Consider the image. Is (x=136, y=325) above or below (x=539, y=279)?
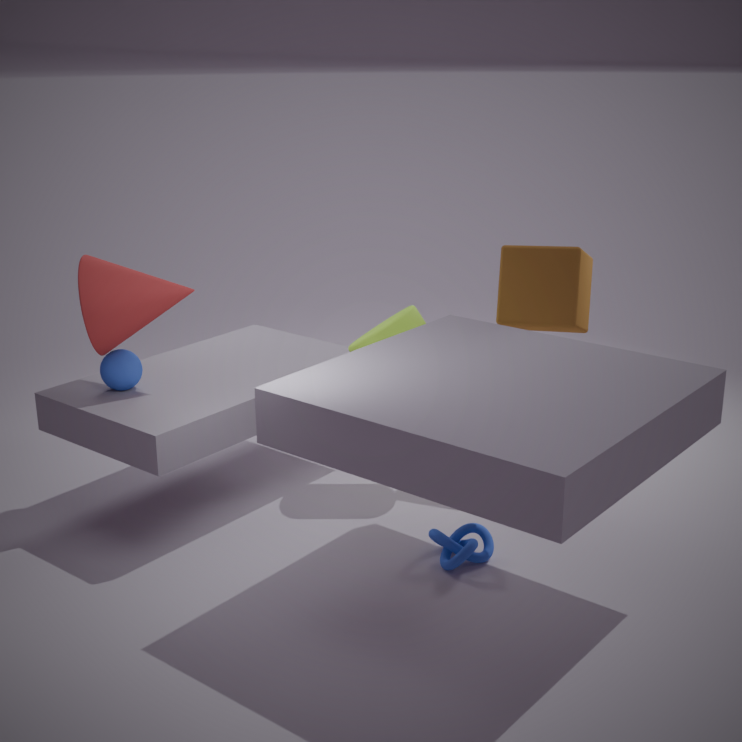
above
